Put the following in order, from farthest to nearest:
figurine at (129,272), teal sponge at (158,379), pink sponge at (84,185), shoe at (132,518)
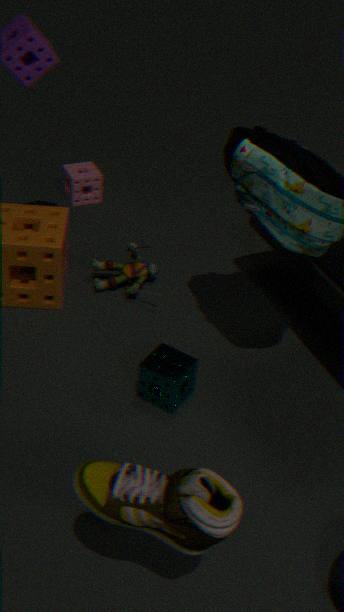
pink sponge at (84,185), figurine at (129,272), teal sponge at (158,379), shoe at (132,518)
